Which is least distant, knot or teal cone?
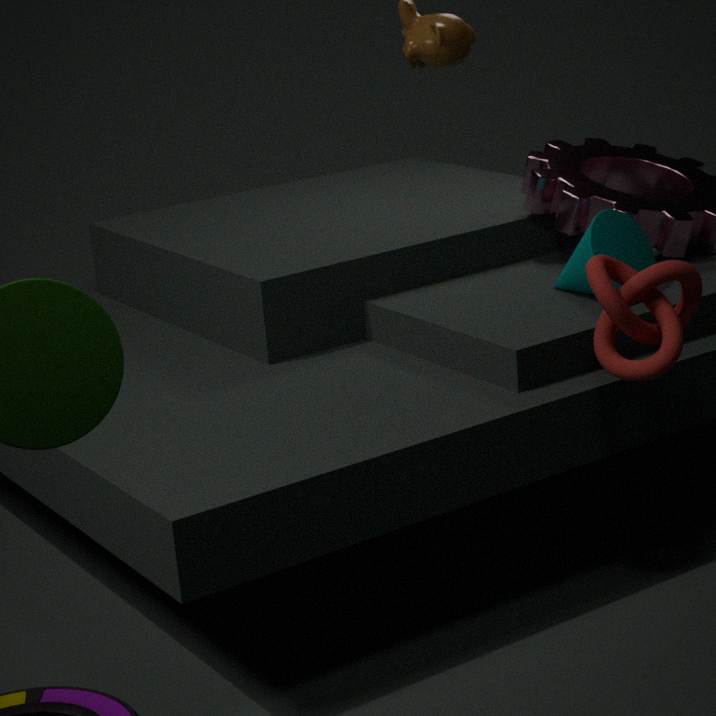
knot
